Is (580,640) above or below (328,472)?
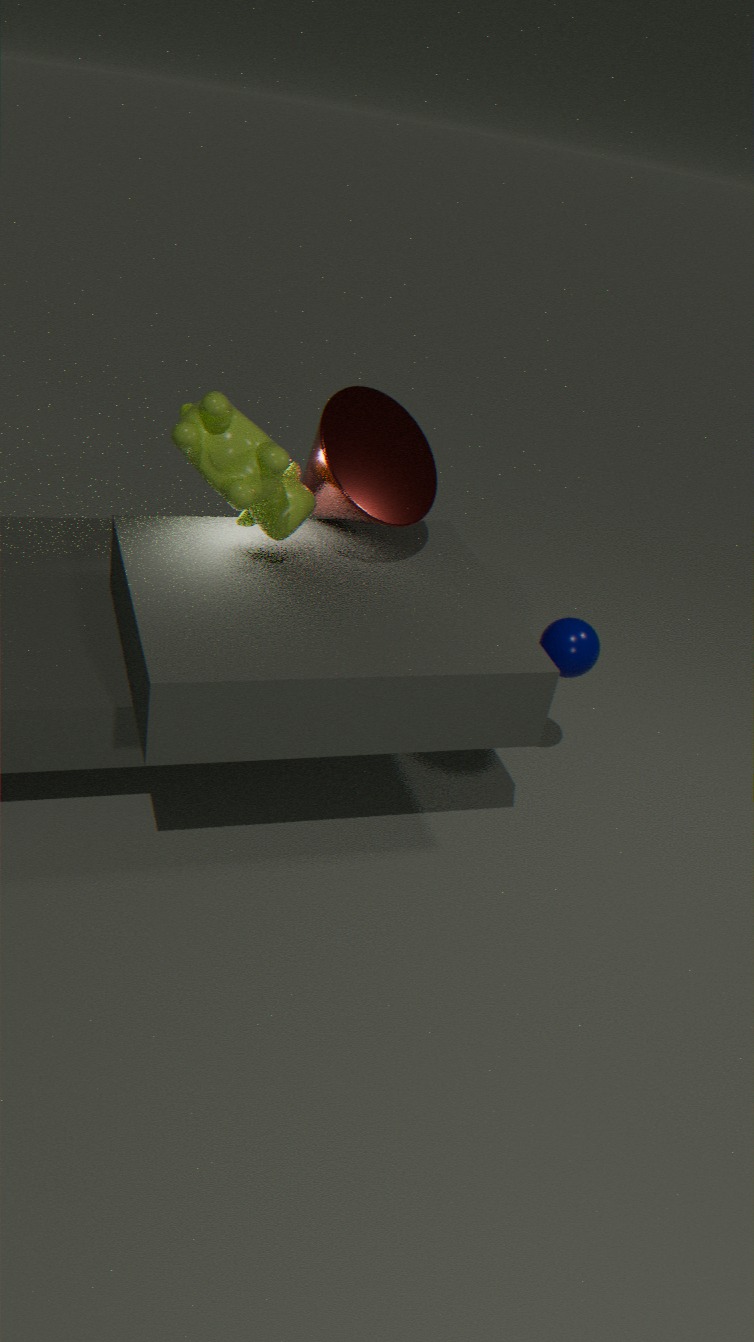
below
